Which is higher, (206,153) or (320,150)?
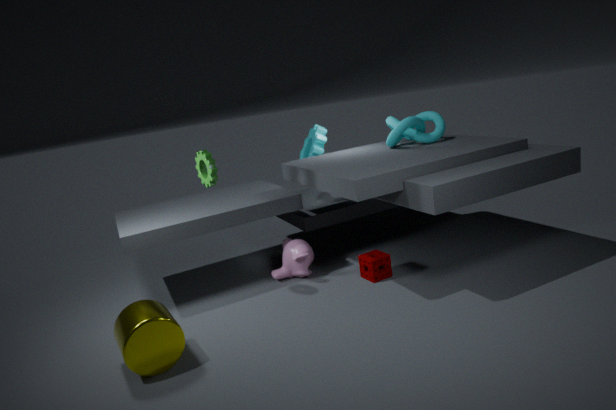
(206,153)
